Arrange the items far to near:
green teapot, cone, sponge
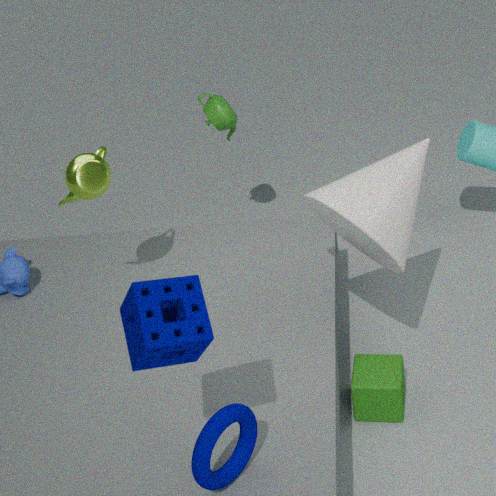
green teapot → cone → sponge
